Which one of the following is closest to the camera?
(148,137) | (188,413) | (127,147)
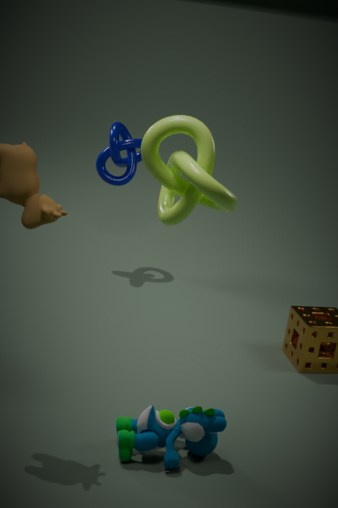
(148,137)
